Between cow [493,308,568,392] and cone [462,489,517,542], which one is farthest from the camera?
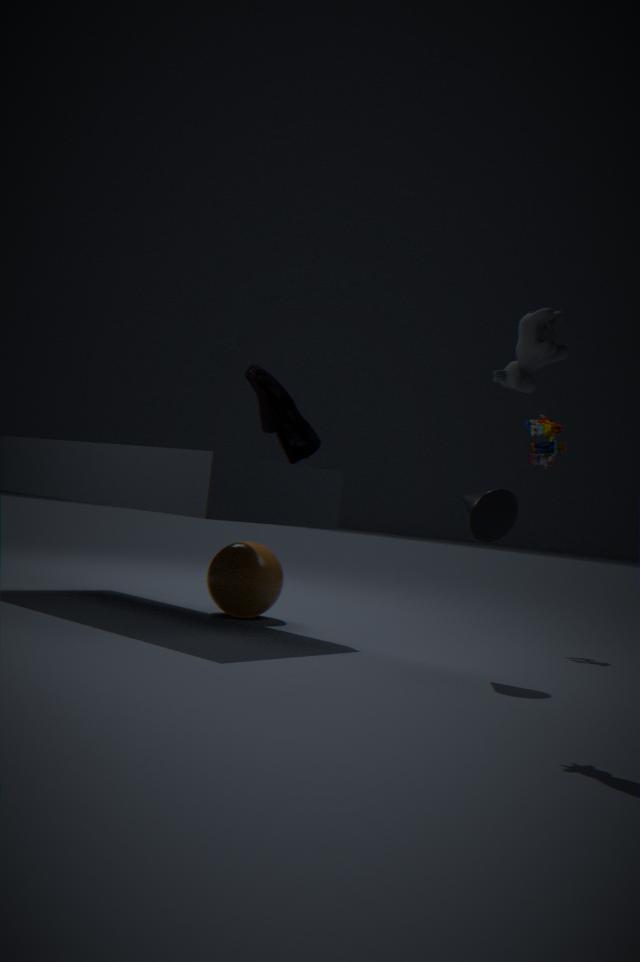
cone [462,489,517,542]
